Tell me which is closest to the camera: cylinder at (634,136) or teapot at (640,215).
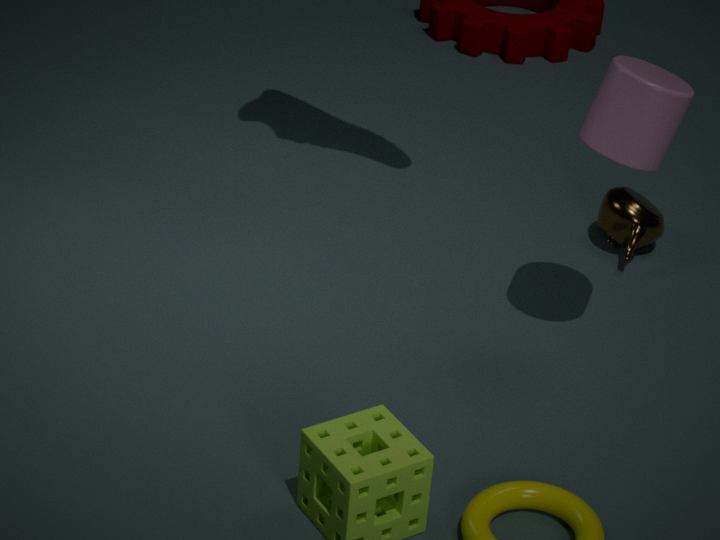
cylinder at (634,136)
